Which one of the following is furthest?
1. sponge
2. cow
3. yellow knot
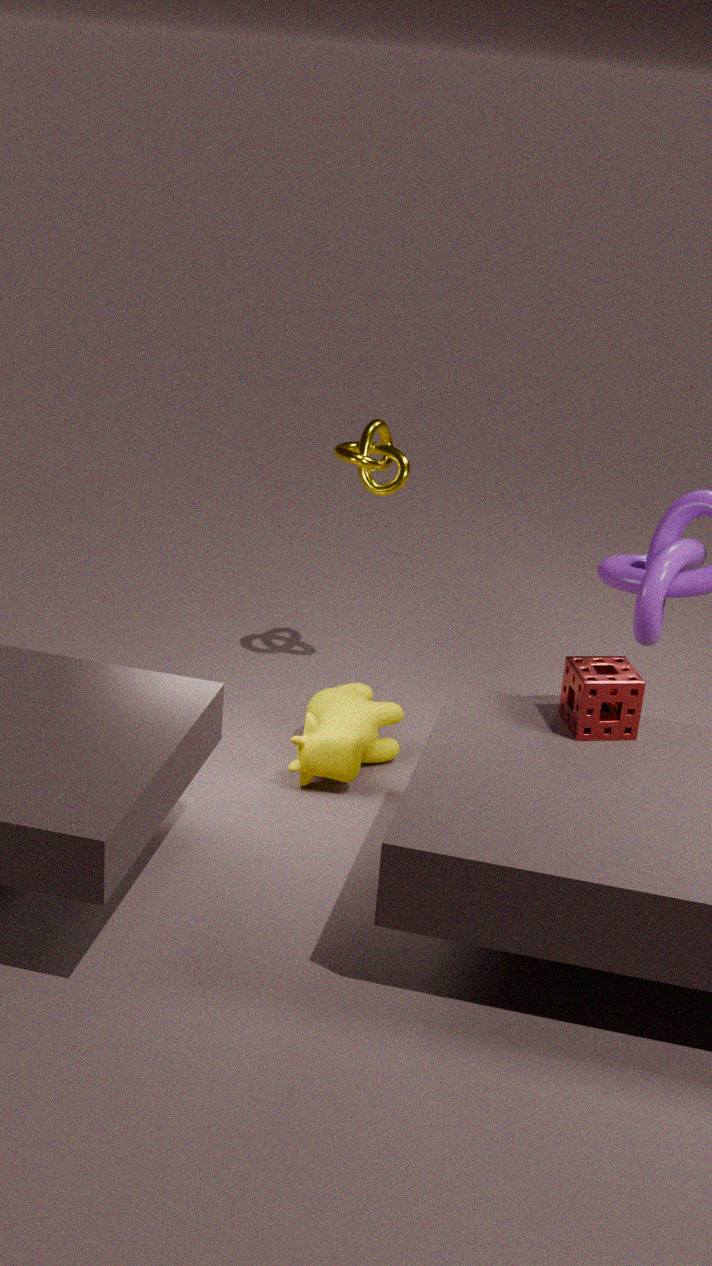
yellow knot
